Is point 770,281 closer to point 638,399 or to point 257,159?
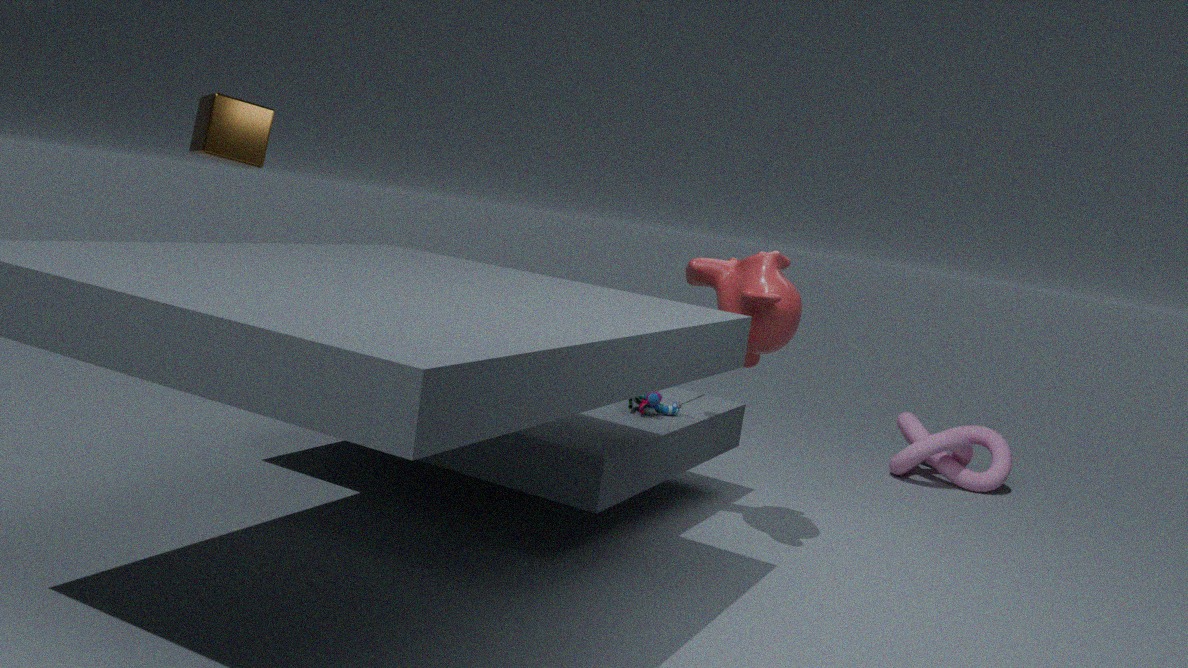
point 638,399
